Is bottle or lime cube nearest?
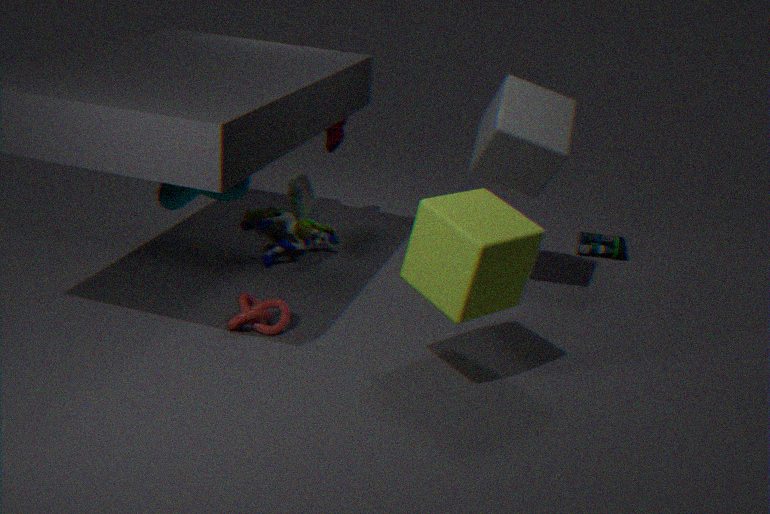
lime cube
